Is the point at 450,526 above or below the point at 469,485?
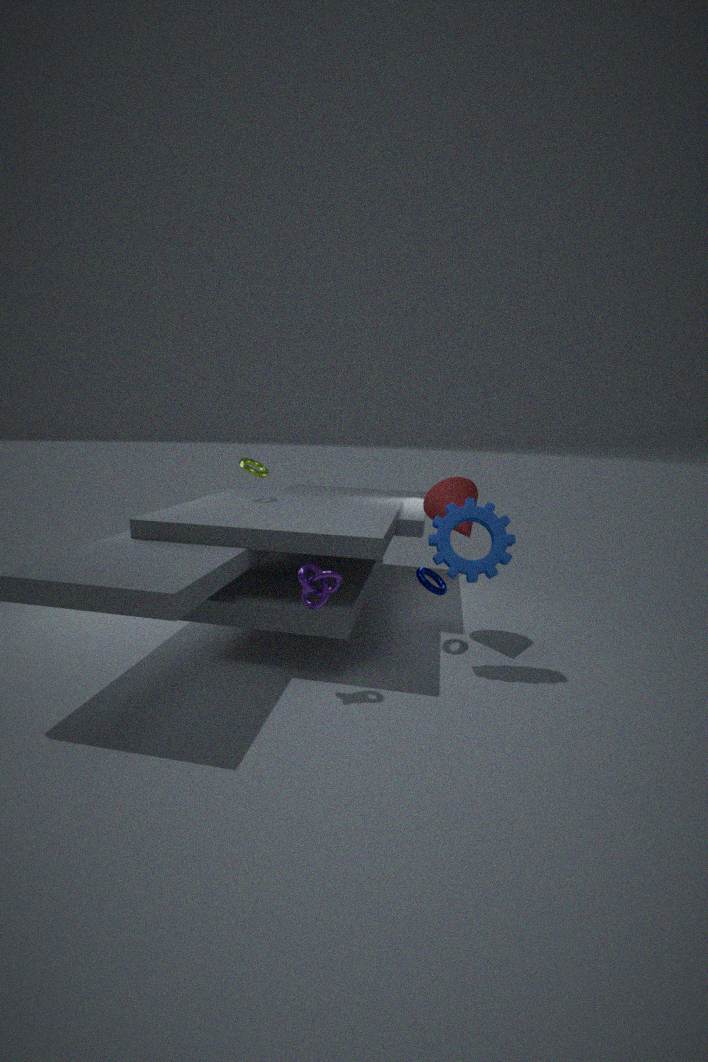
below
